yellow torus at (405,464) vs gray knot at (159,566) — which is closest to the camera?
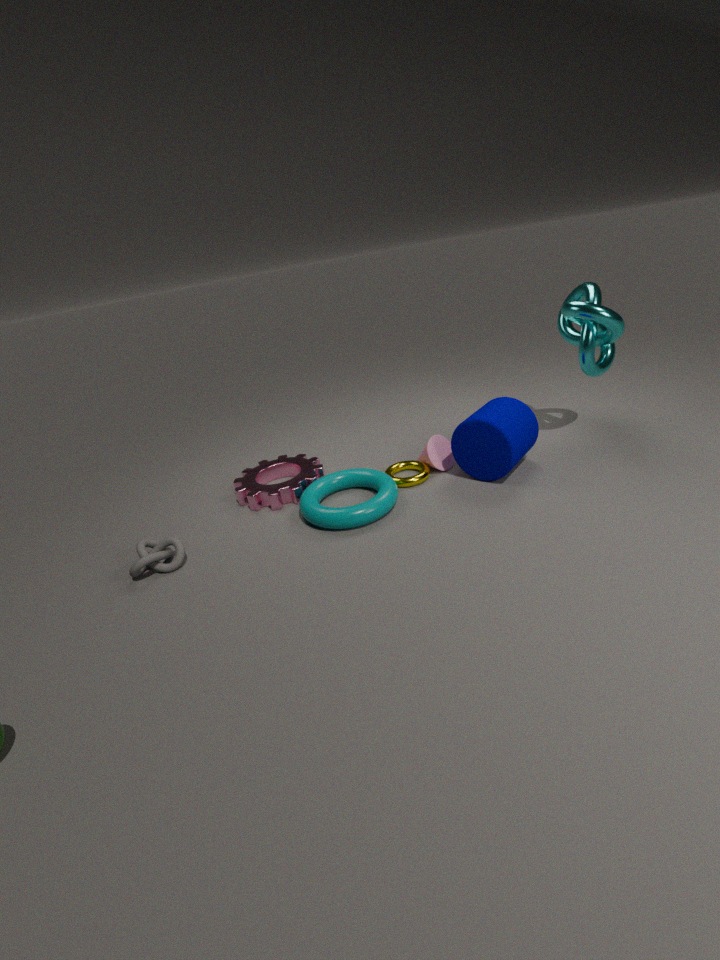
gray knot at (159,566)
